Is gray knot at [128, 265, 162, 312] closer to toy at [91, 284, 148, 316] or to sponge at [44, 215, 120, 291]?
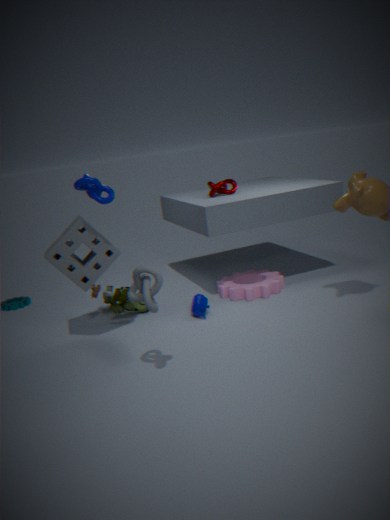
sponge at [44, 215, 120, 291]
